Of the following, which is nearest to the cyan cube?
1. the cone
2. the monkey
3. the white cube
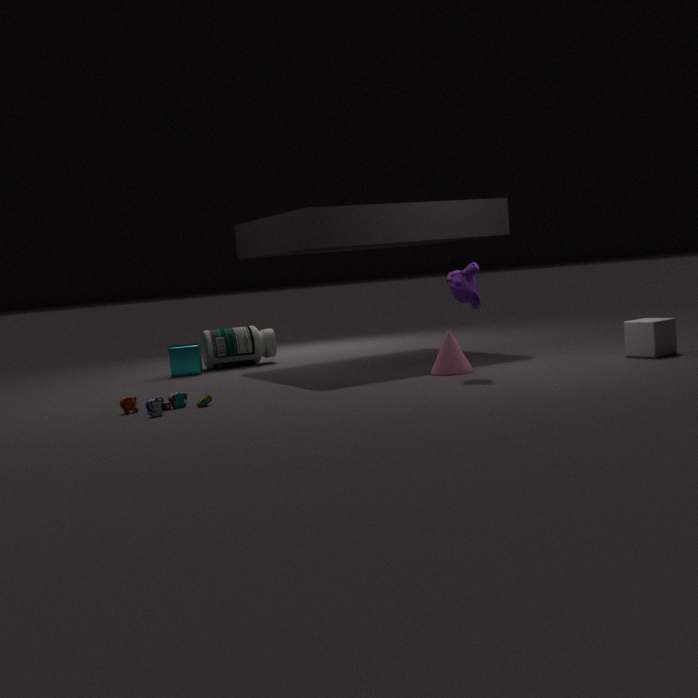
the cone
